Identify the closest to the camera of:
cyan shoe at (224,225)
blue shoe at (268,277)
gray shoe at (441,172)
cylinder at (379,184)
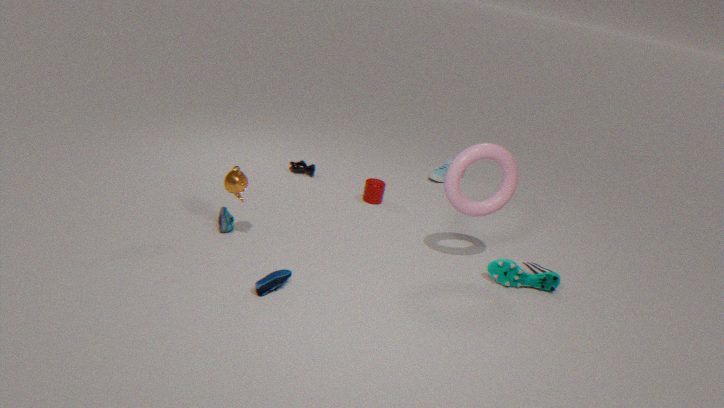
blue shoe at (268,277)
